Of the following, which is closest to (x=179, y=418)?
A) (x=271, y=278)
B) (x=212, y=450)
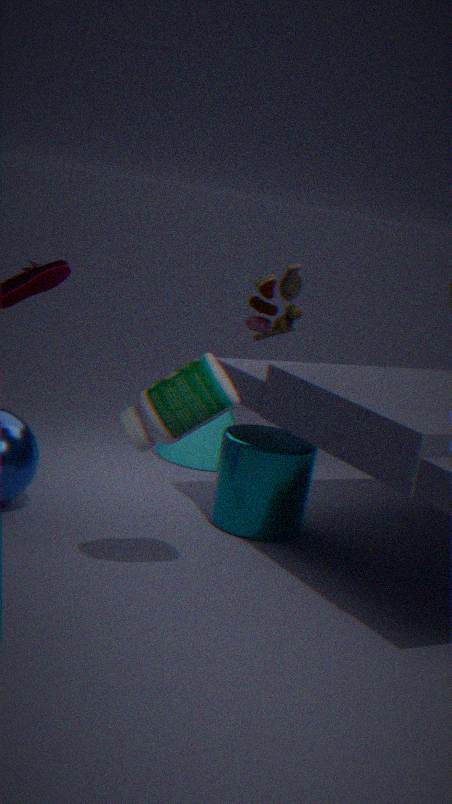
(x=212, y=450)
